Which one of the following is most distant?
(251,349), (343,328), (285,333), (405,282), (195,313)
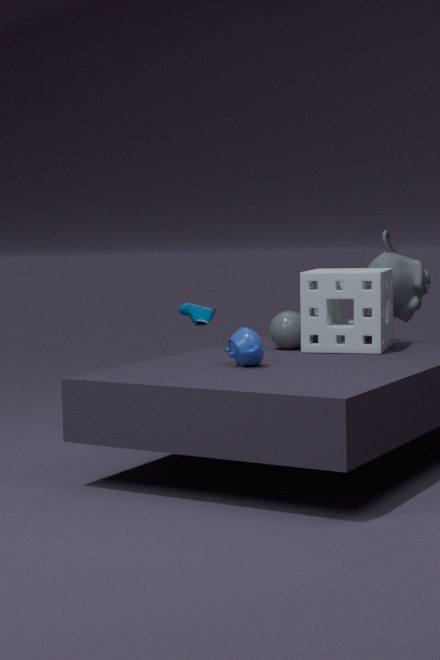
(405,282)
